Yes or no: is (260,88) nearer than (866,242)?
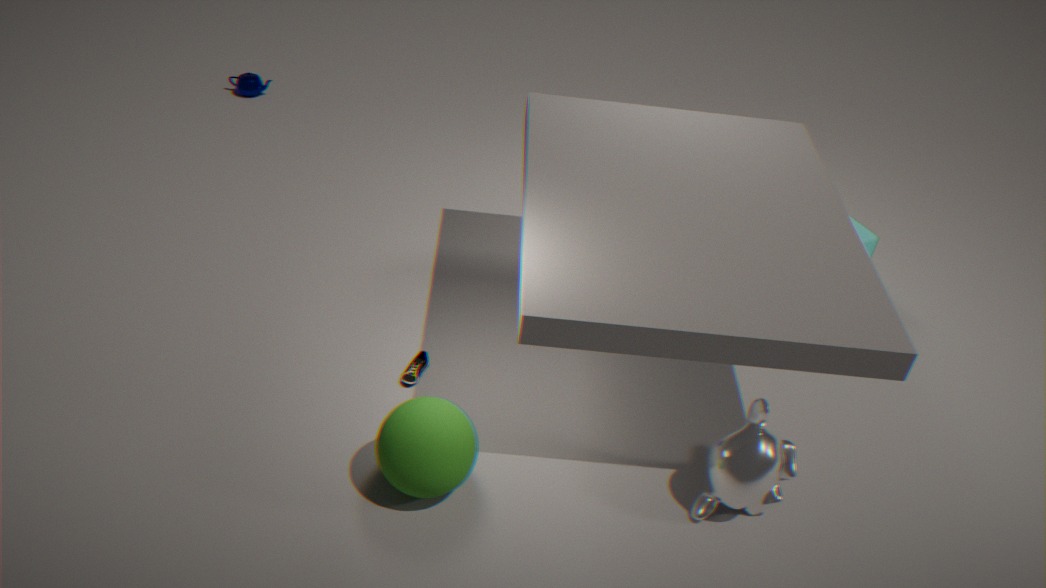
No
